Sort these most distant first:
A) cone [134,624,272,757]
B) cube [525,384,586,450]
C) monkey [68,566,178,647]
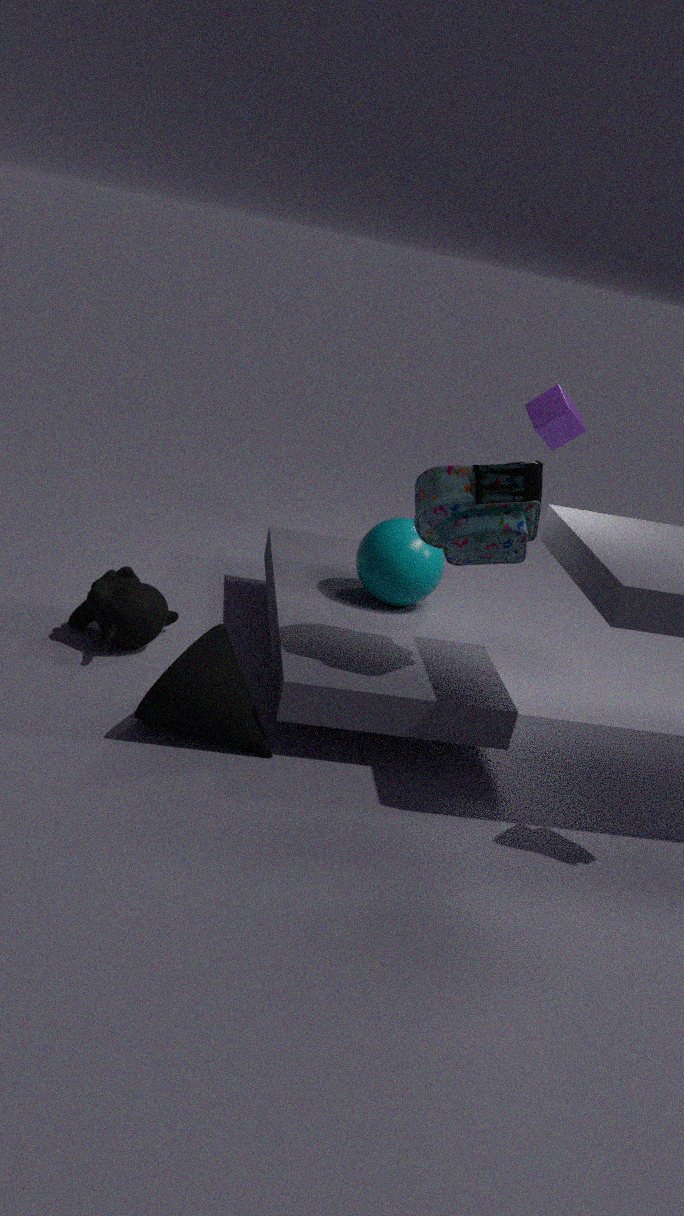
1. cube [525,384,586,450]
2. monkey [68,566,178,647]
3. cone [134,624,272,757]
